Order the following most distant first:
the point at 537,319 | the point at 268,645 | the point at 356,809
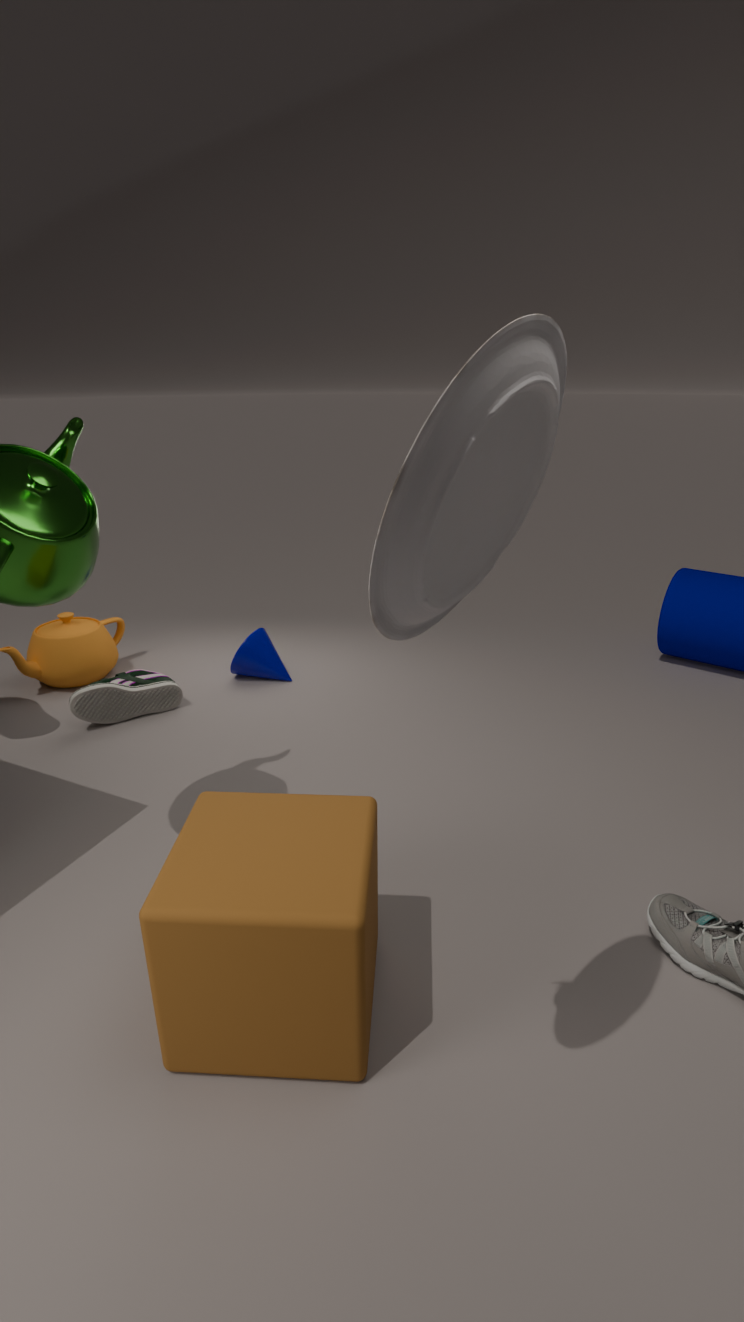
the point at 268,645
the point at 356,809
the point at 537,319
